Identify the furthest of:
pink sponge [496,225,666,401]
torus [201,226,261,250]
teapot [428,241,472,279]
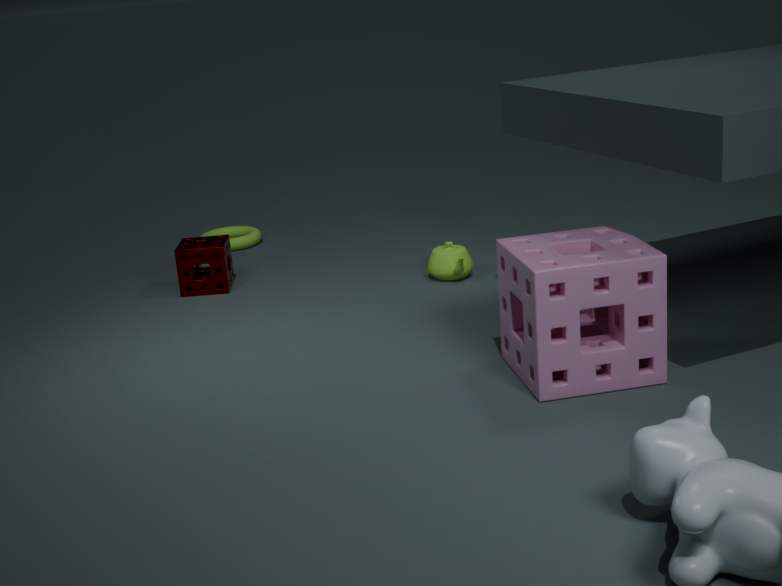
torus [201,226,261,250]
